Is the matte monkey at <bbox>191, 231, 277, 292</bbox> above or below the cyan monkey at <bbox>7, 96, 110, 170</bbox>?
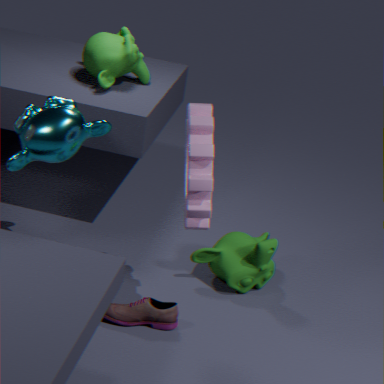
below
